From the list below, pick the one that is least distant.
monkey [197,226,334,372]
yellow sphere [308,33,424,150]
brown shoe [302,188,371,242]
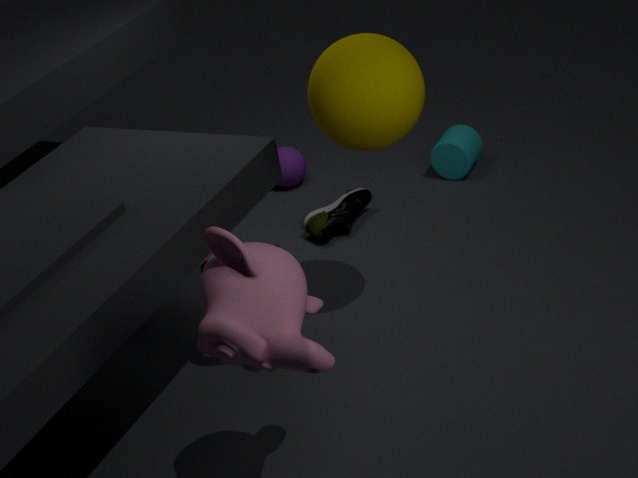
monkey [197,226,334,372]
